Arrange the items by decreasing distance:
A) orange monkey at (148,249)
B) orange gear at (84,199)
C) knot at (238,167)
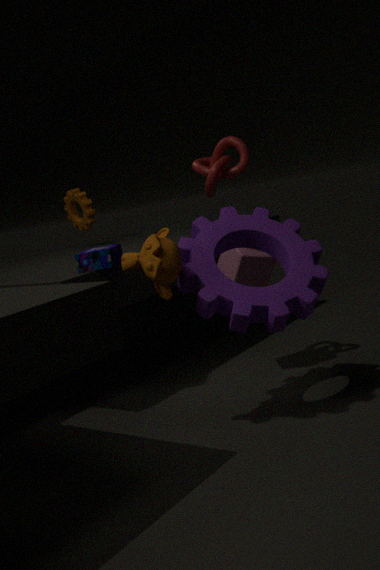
orange gear at (84,199)
knot at (238,167)
orange monkey at (148,249)
